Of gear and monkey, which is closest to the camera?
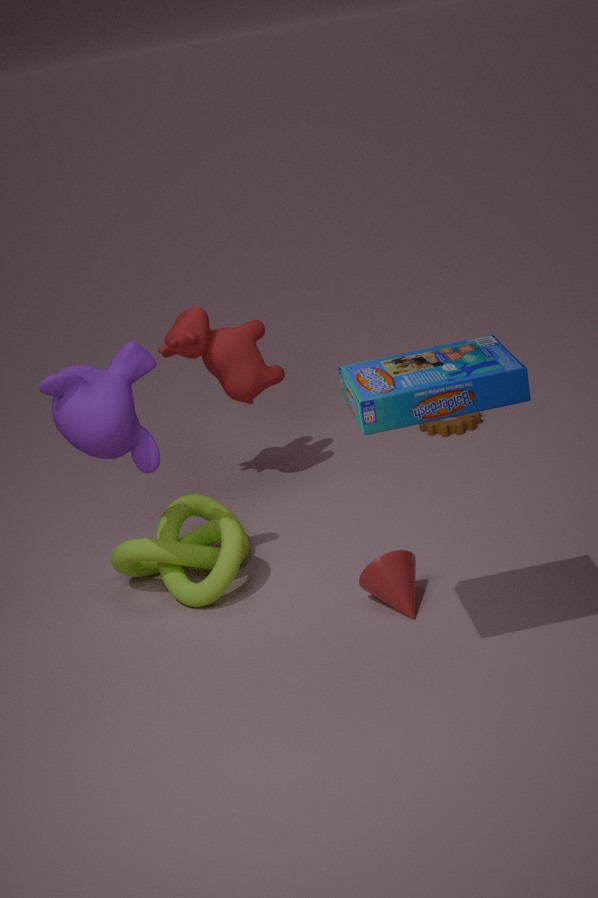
monkey
